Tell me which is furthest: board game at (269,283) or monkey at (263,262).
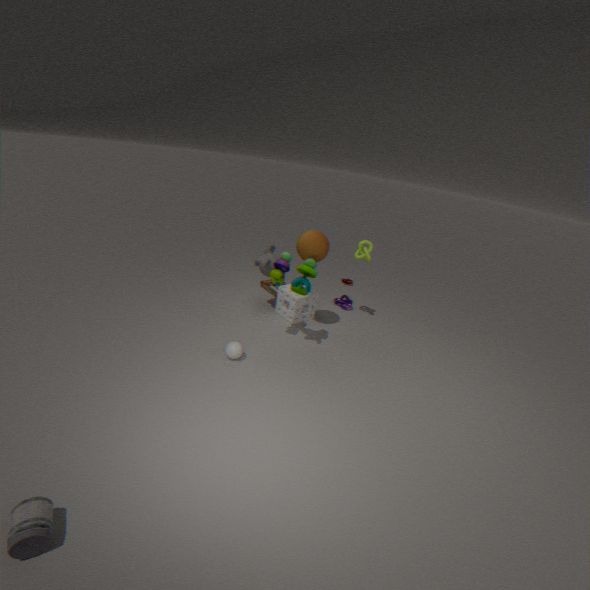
board game at (269,283)
